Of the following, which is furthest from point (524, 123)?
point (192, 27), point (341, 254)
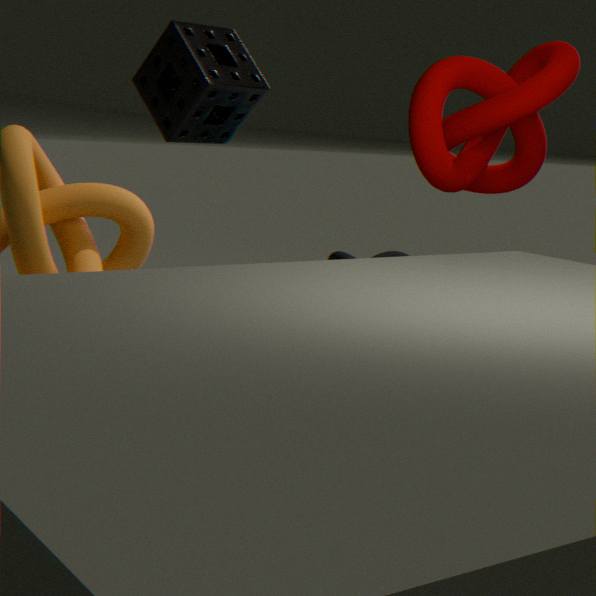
point (341, 254)
